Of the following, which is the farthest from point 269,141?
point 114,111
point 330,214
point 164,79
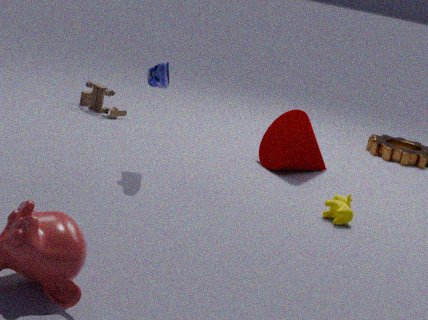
point 114,111
